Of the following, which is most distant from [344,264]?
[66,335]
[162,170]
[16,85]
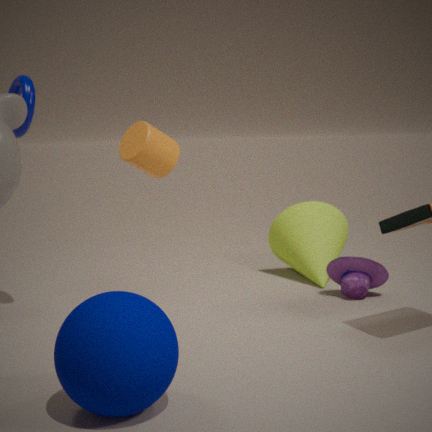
[16,85]
